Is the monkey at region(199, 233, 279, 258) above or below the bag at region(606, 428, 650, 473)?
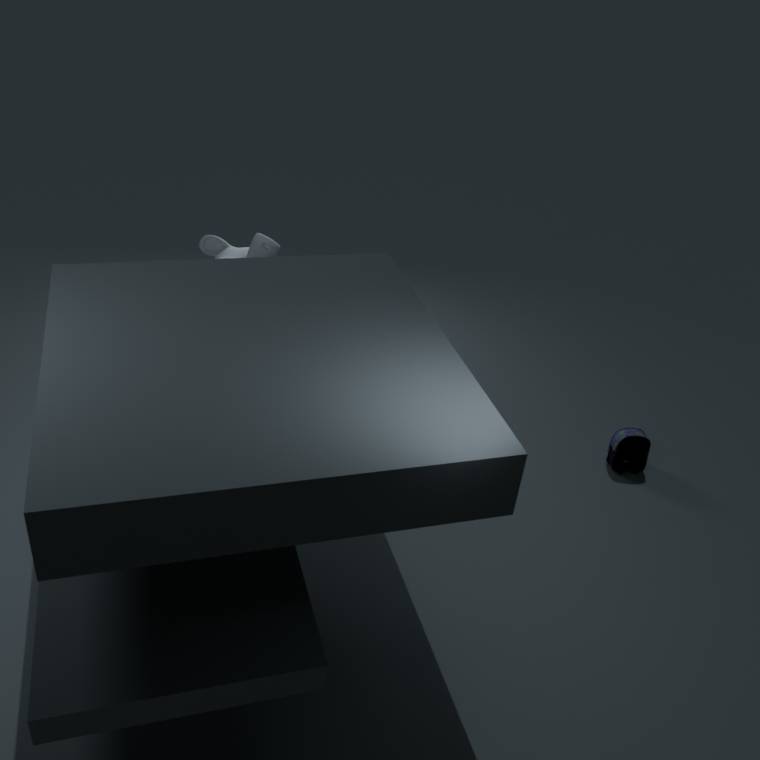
above
